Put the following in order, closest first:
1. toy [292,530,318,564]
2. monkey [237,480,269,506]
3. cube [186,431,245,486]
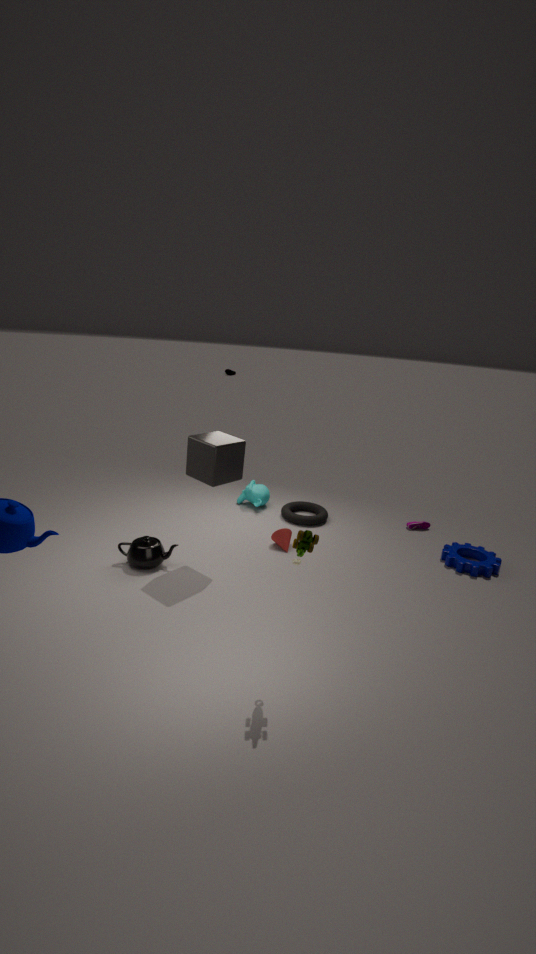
1. toy [292,530,318,564]
2. cube [186,431,245,486]
3. monkey [237,480,269,506]
